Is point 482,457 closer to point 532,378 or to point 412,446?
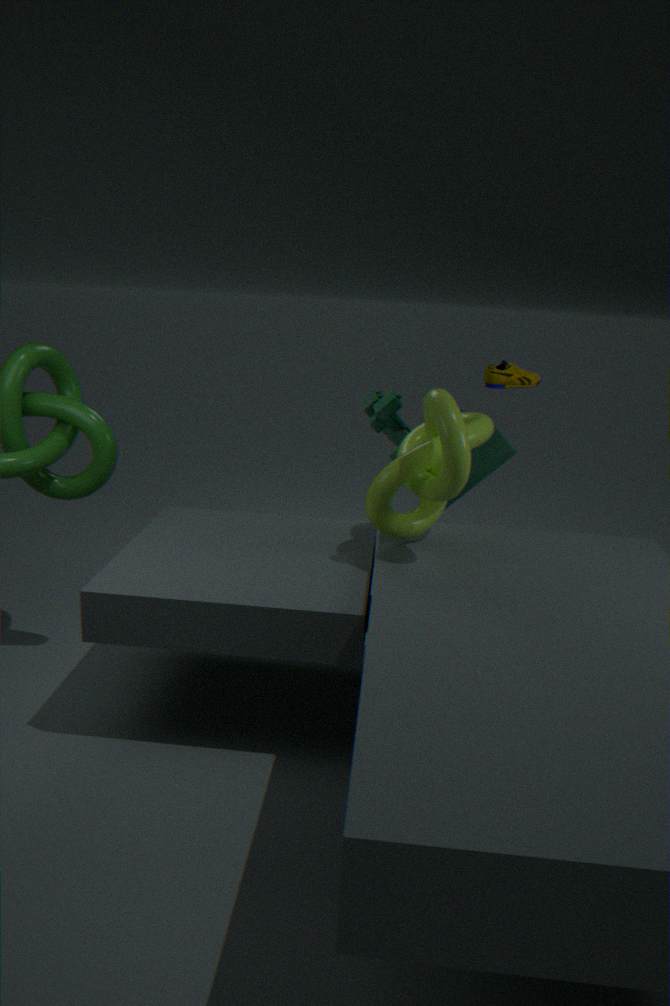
point 532,378
